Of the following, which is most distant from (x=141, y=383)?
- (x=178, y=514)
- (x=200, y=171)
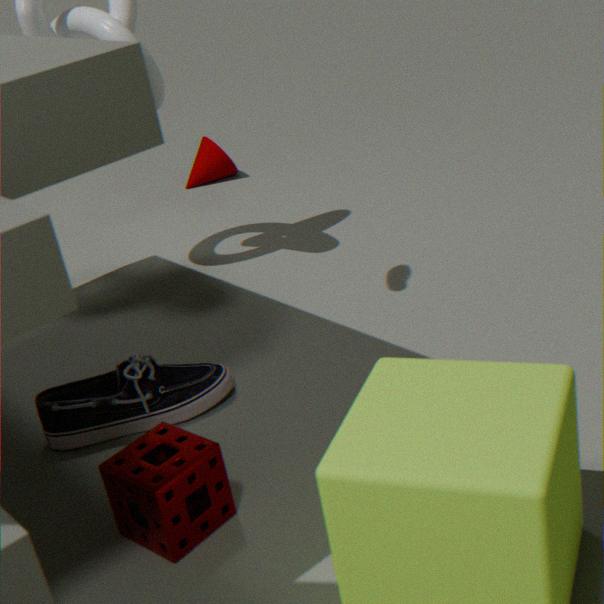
(x=200, y=171)
